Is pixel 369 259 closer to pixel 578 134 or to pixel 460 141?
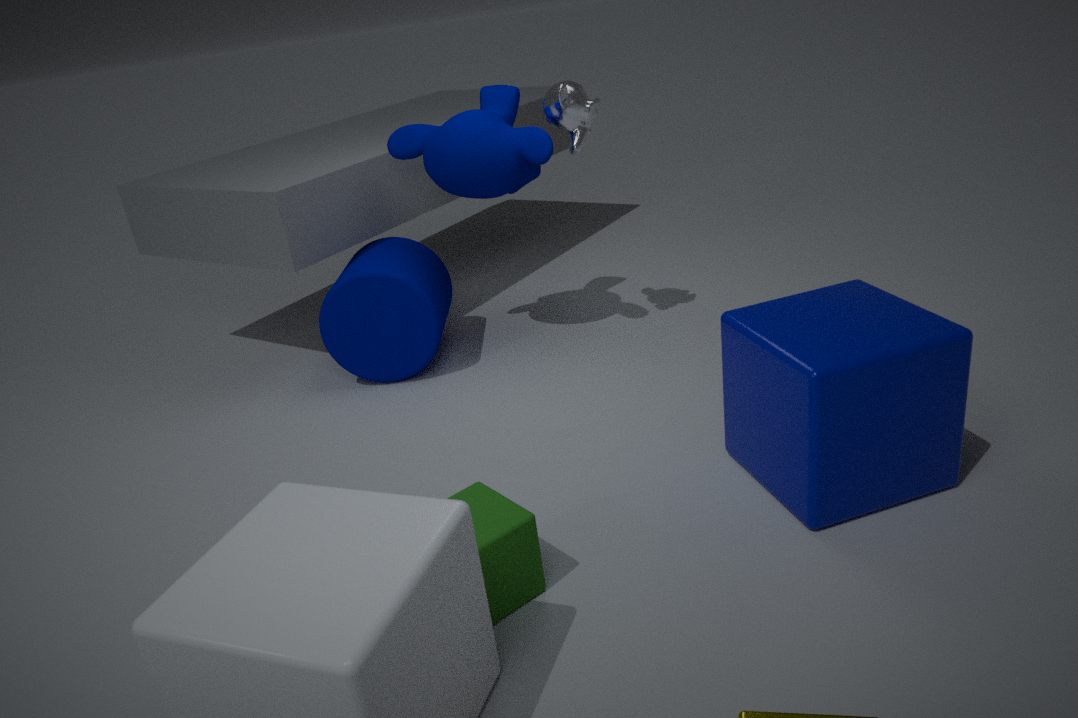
pixel 460 141
